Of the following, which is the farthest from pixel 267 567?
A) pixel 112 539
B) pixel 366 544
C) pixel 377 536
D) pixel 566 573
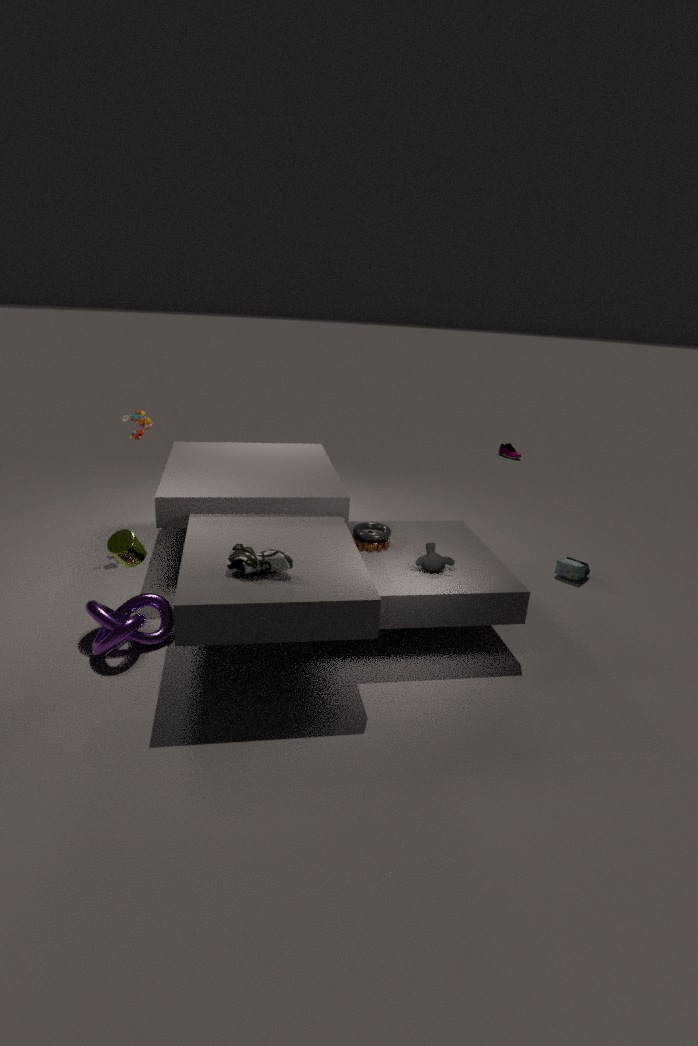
pixel 566 573
